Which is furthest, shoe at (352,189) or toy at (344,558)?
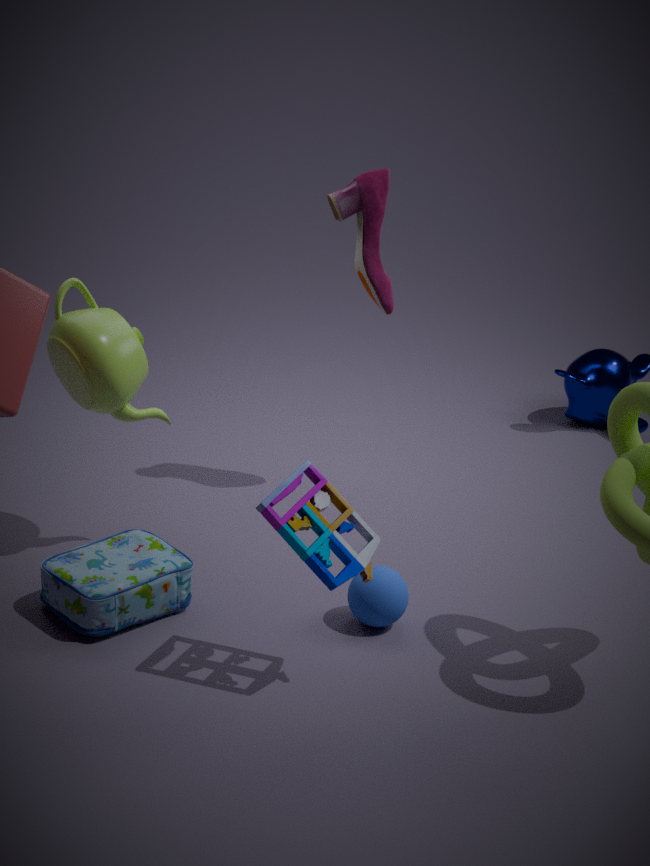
shoe at (352,189)
